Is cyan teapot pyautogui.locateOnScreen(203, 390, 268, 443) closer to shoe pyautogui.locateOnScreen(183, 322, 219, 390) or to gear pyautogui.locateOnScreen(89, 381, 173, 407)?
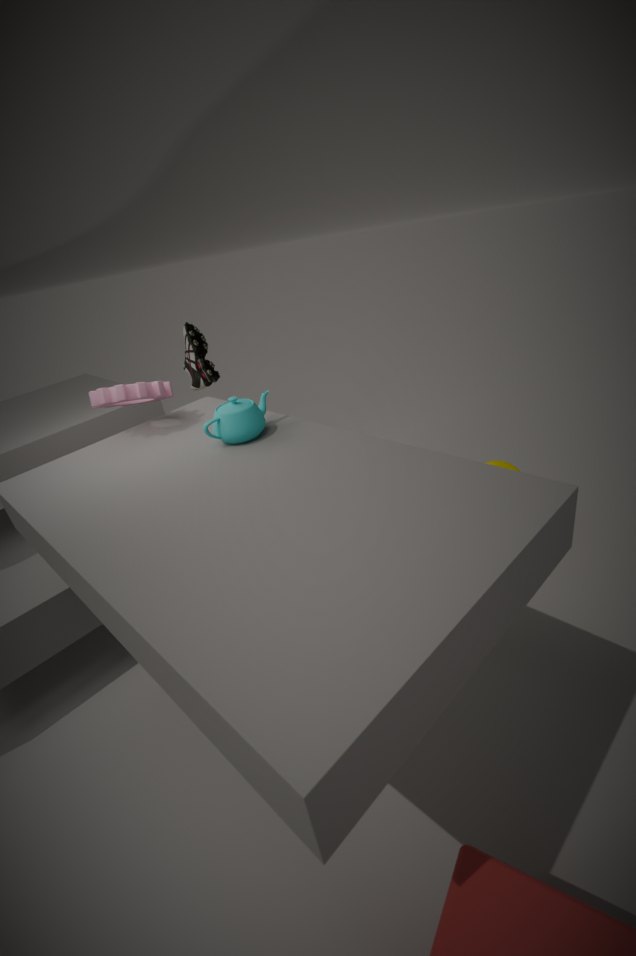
gear pyautogui.locateOnScreen(89, 381, 173, 407)
